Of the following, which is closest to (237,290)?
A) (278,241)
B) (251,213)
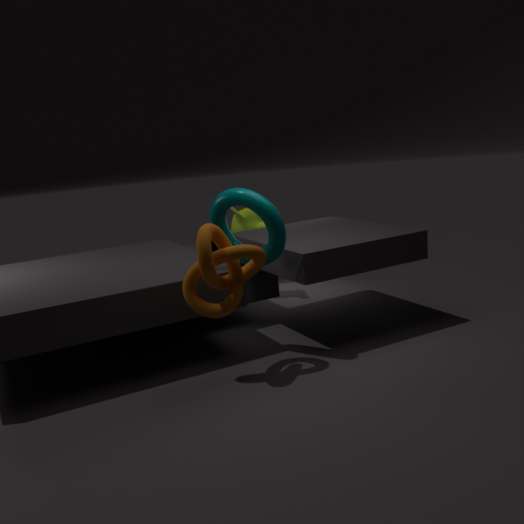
(278,241)
